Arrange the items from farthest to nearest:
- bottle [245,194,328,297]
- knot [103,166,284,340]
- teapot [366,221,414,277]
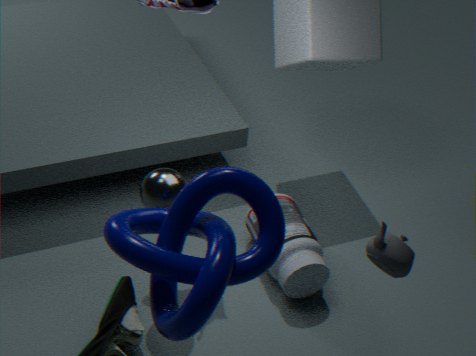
bottle [245,194,328,297] < teapot [366,221,414,277] < knot [103,166,284,340]
